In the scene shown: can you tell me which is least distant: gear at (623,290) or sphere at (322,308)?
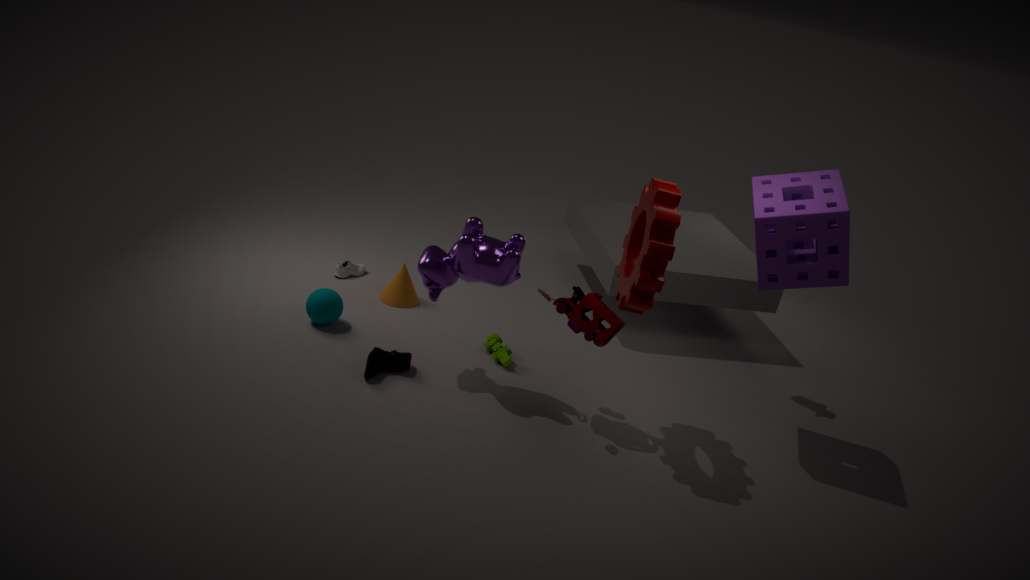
gear at (623,290)
